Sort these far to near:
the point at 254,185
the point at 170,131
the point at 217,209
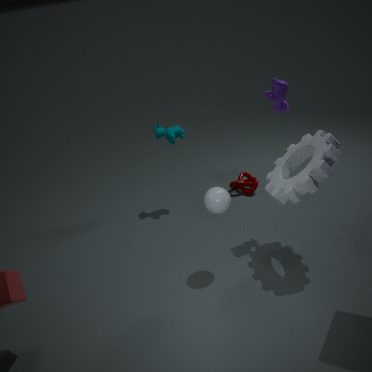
the point at 254,185
the point at 170,131
the point at 217,209
